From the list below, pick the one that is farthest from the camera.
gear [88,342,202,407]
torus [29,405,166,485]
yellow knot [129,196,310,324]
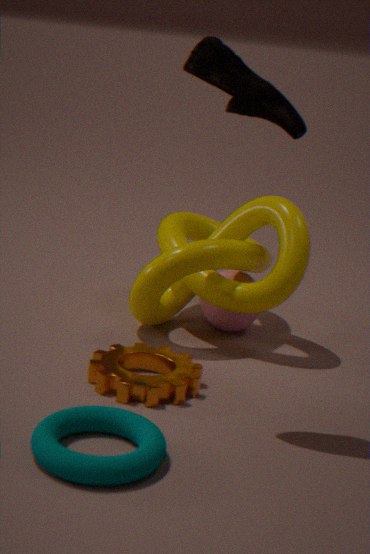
yellow knot [129,196,310,324]
